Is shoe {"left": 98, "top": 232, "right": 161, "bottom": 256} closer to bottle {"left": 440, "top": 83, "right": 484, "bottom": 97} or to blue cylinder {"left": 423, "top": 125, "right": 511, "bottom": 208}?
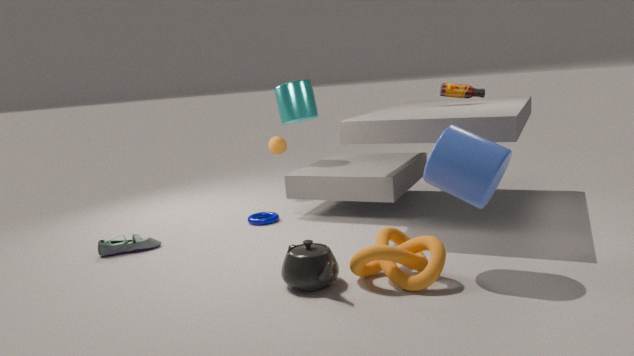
blue cylinder {"left": 423, "top": 125, "right": 511, "bottom": 208}
